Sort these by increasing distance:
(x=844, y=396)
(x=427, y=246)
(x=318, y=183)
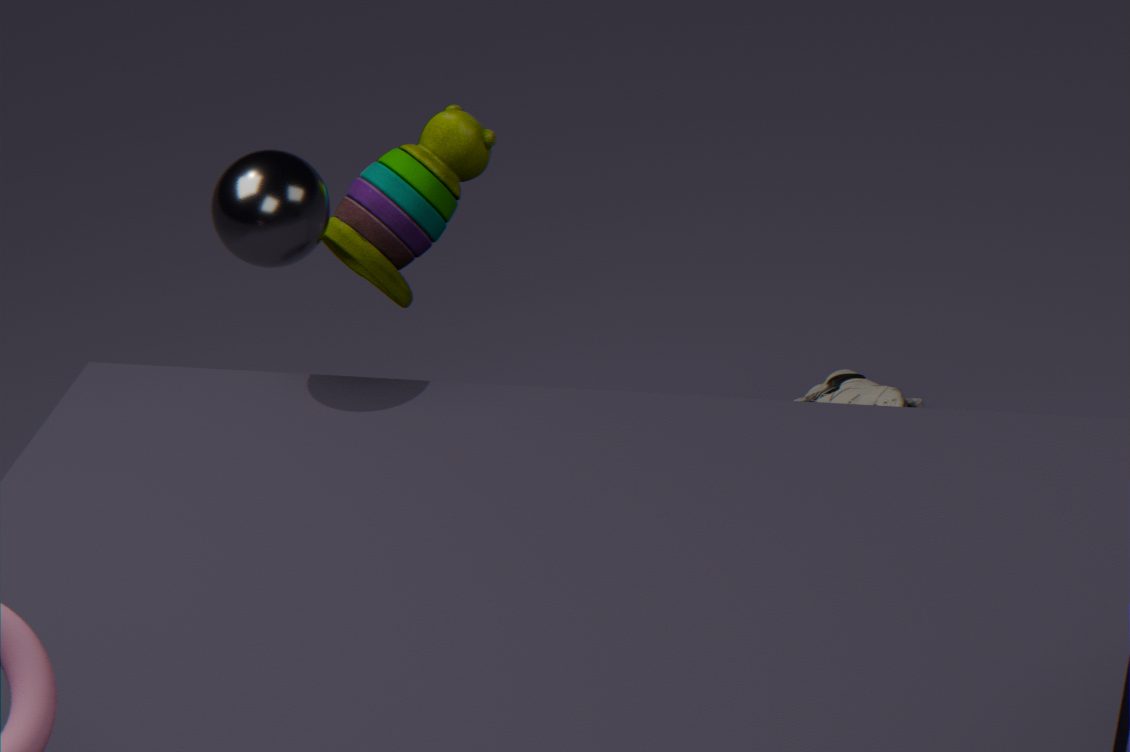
(x=318, y=183) → (x=427, y=246) → (x=844, y=396)
